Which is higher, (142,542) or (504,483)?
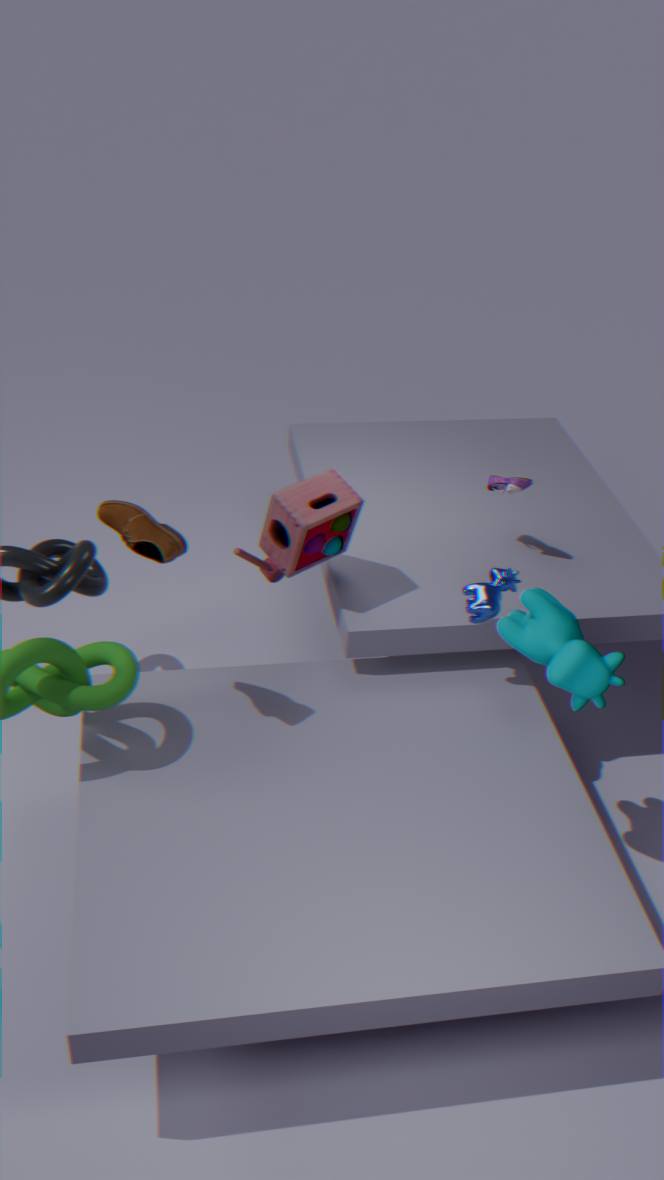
(142,542)
